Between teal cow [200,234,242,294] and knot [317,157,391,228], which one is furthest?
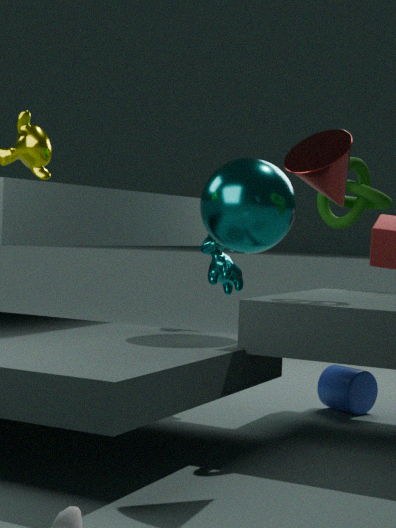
teal cow [200,234,242,294]
